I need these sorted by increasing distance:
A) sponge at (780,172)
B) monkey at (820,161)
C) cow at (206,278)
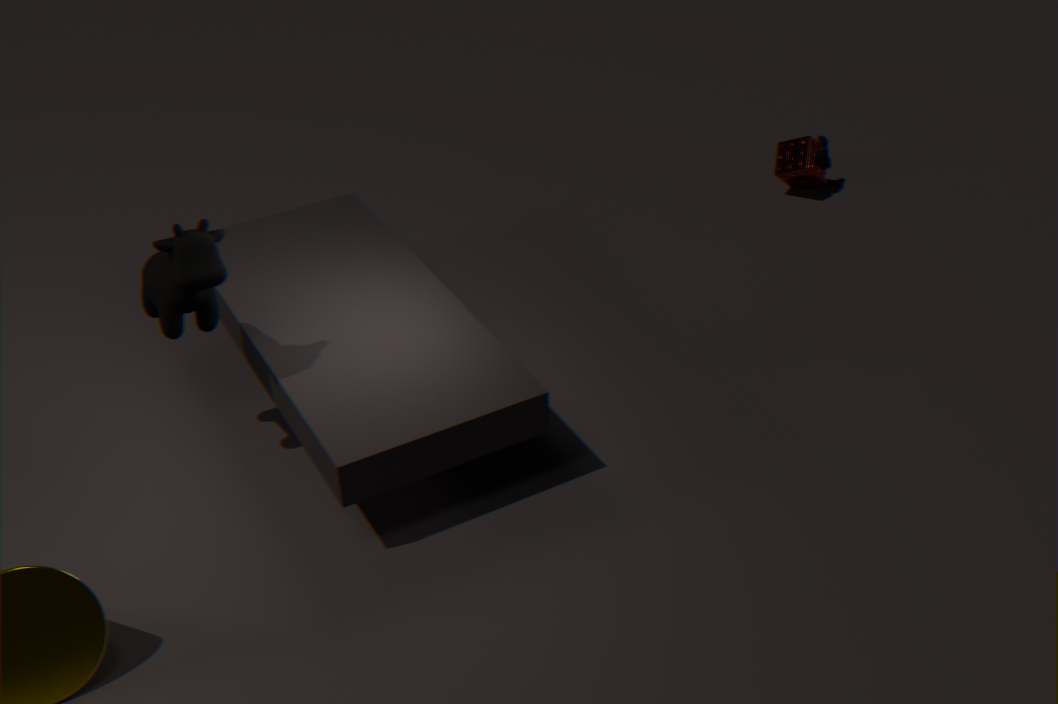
cow at (206,278) → sponge at (780,172) → monkey at (820,161)
